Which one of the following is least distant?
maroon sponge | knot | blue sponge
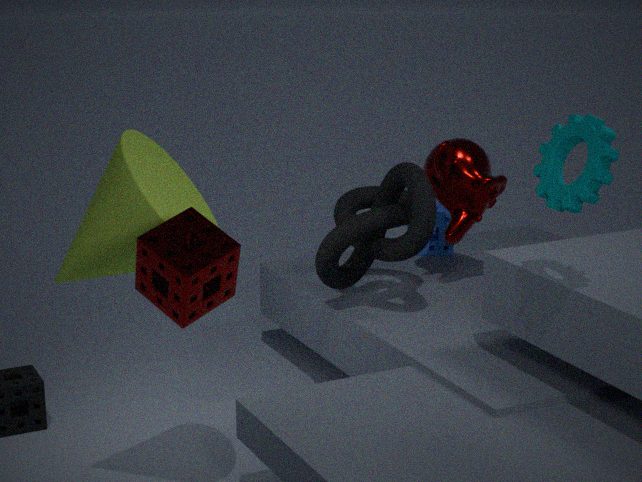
maroon sponge
